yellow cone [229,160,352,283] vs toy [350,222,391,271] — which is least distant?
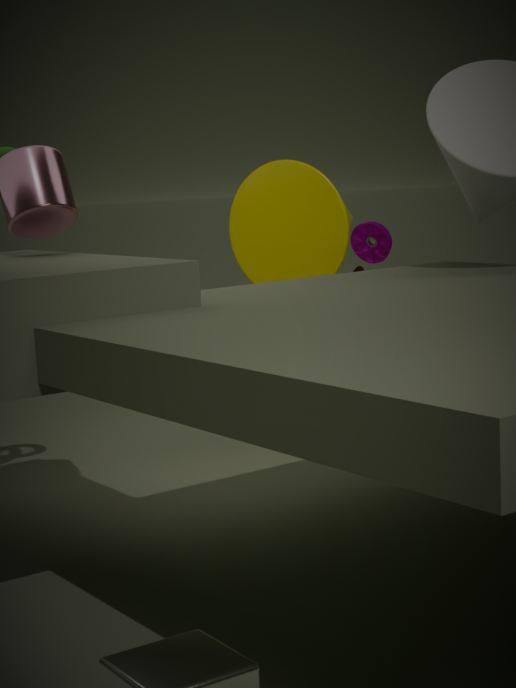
yellow cone [229,160,352,283]
